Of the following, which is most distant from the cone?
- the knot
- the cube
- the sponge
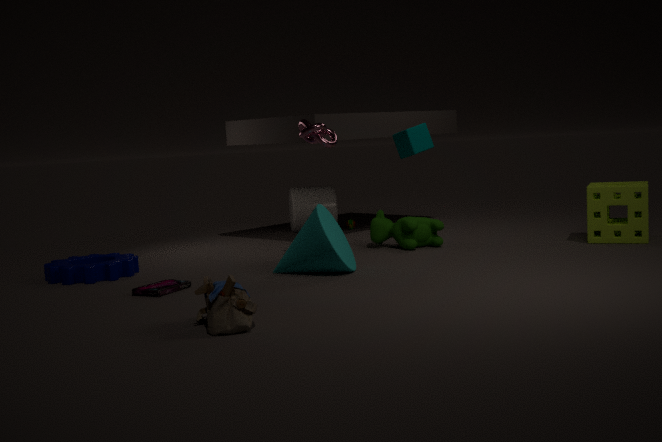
the sponge
